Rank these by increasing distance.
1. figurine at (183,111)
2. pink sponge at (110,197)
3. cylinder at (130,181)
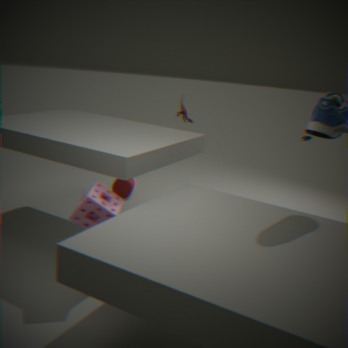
pink sponge at (110,197), figurine at (183,111), cylinder at (130,181)
